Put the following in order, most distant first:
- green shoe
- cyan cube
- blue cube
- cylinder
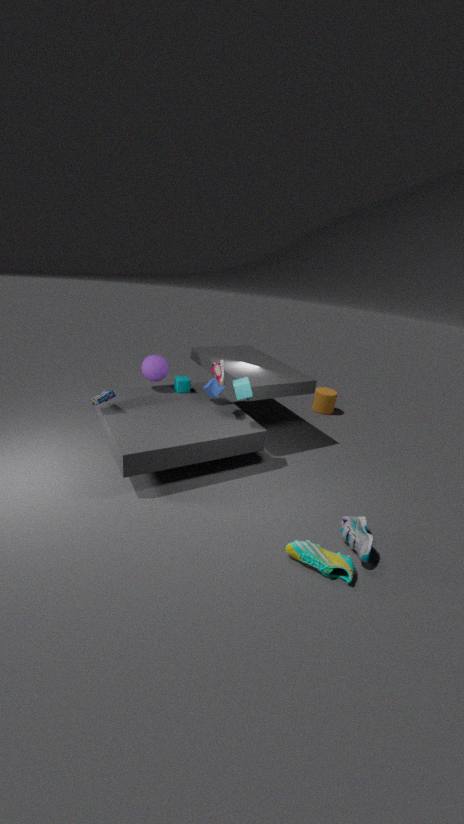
cylinder
blue cube
cyan cube
green shoe
